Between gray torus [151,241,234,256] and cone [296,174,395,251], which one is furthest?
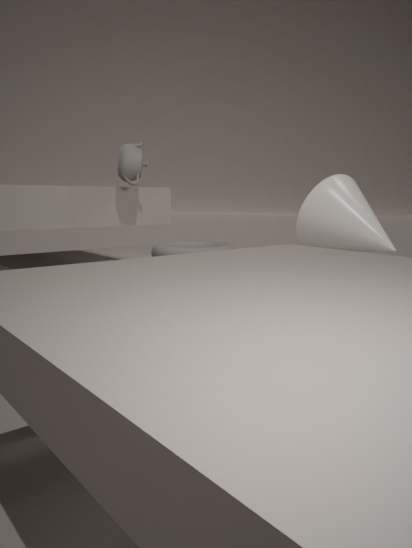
gray torus [151,241,234,256]
